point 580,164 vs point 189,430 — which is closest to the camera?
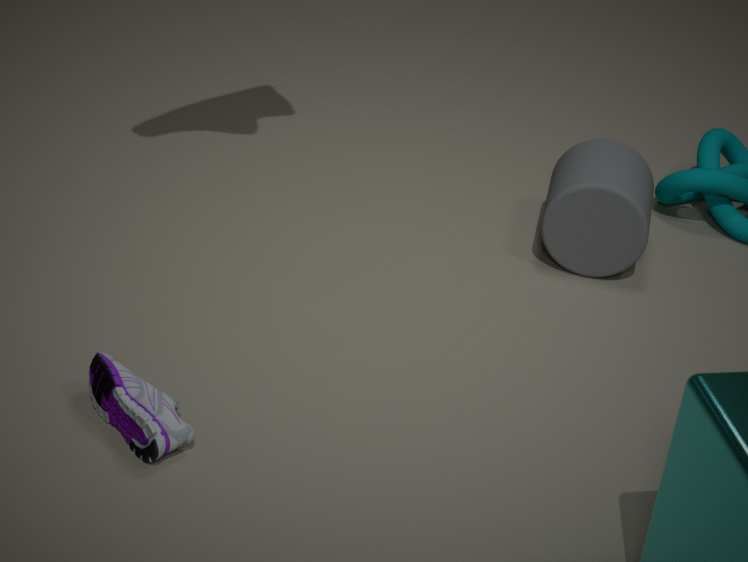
point 189,430
